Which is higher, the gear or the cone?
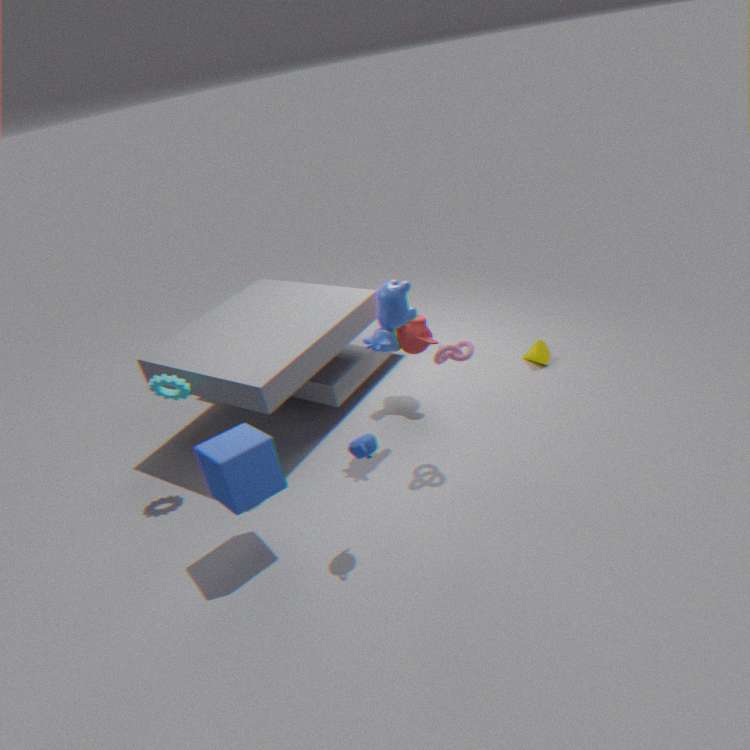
the gear
